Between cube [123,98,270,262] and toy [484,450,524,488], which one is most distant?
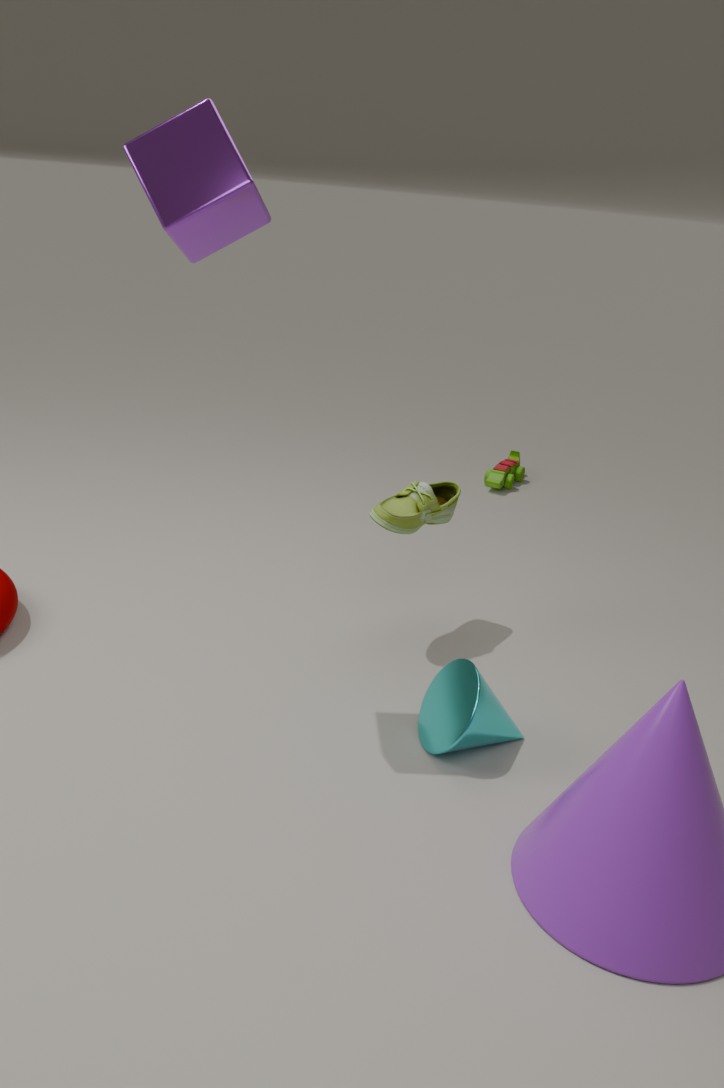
toy [484,450,524,488]
